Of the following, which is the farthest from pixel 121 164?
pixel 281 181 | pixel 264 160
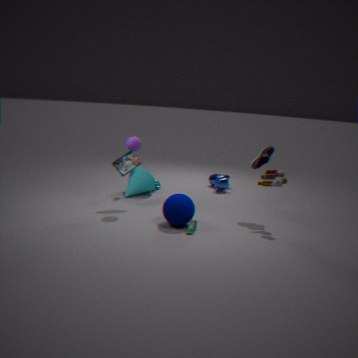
pixel 281 181
